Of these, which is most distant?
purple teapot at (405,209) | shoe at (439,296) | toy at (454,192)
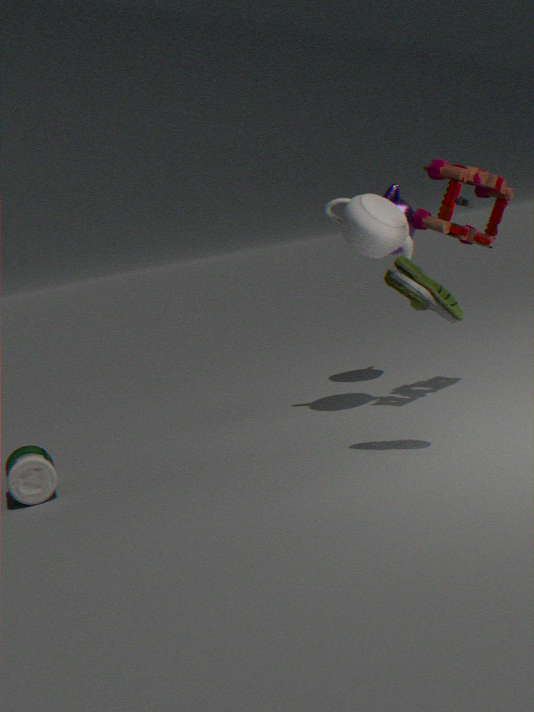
purple teapot at (405,209)
